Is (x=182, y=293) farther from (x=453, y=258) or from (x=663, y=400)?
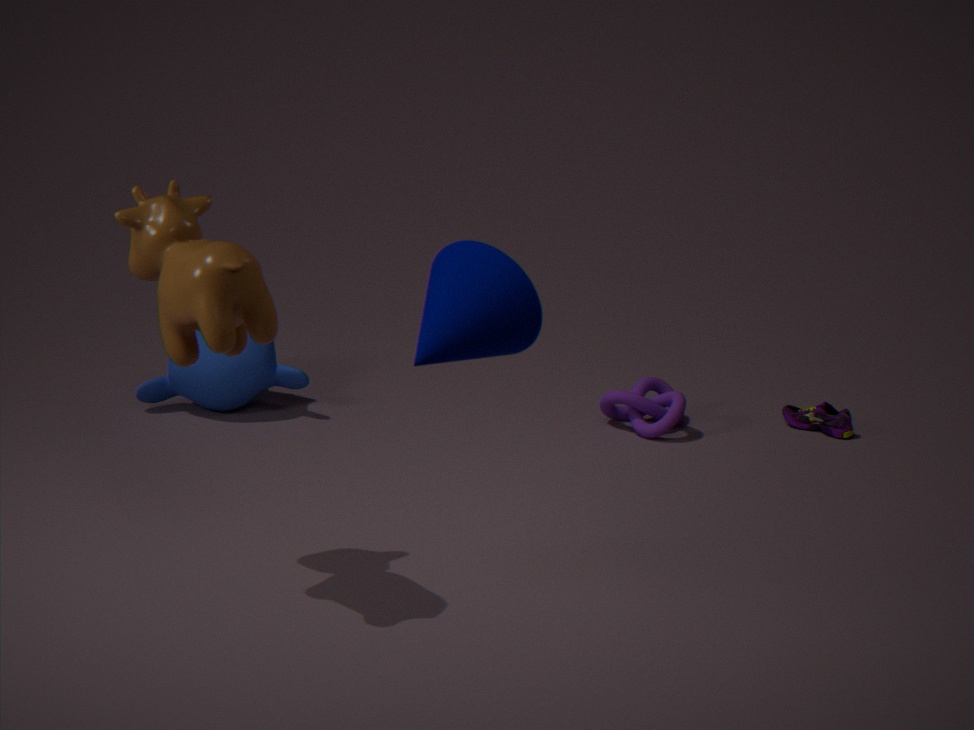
(x=663, y=400)
